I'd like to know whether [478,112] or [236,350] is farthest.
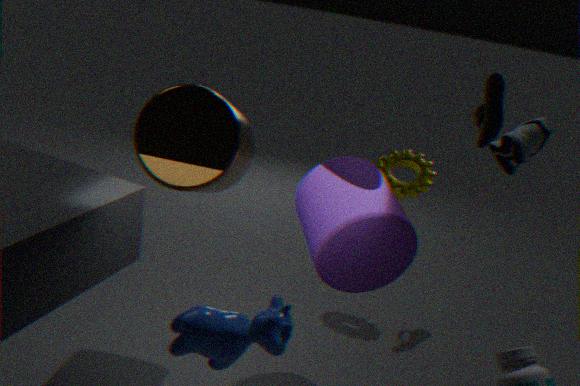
[478,112]
